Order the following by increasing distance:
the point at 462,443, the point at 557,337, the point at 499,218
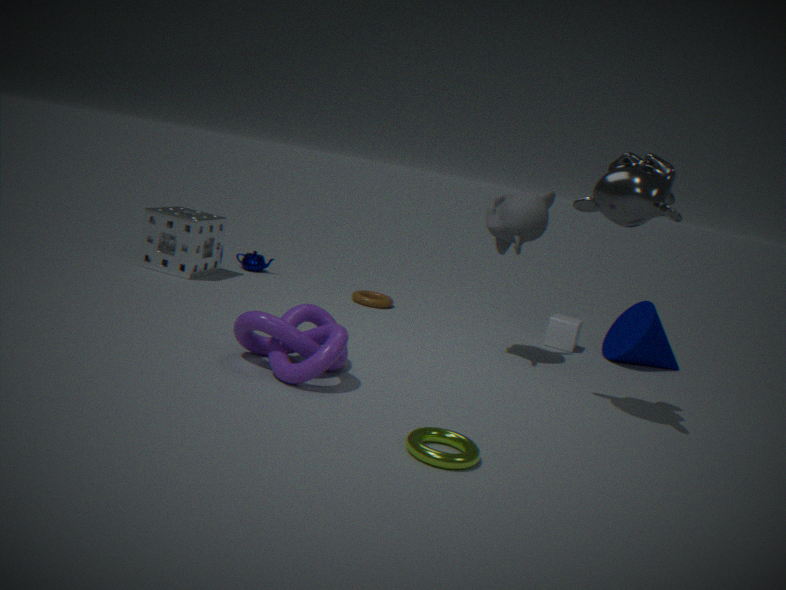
the point at 462,443
the point at 499,218
the point at 557,337
